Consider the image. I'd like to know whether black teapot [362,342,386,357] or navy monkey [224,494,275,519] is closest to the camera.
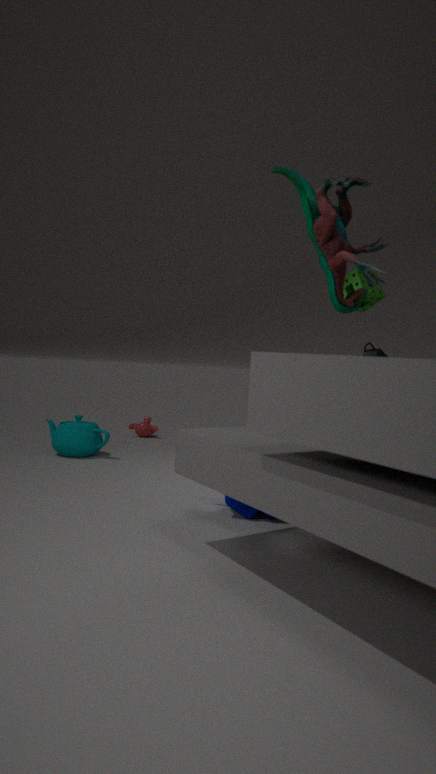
navy monkey [224,494,275,519]
